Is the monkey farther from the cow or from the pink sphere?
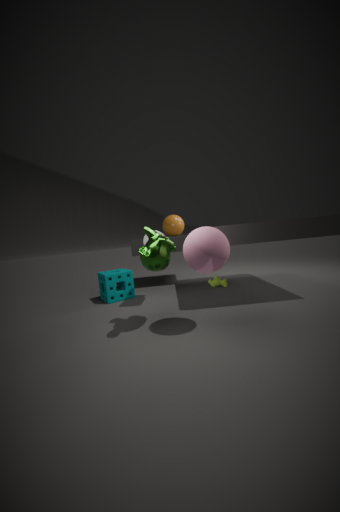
the cow
